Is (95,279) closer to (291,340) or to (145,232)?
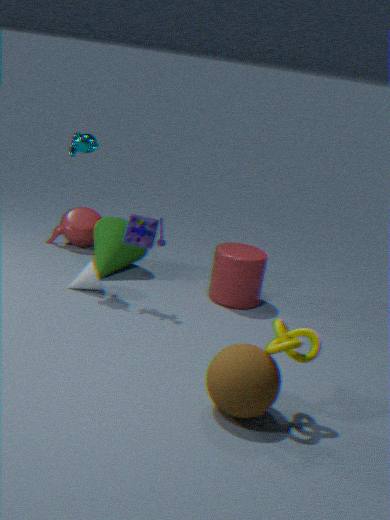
(145,232)
